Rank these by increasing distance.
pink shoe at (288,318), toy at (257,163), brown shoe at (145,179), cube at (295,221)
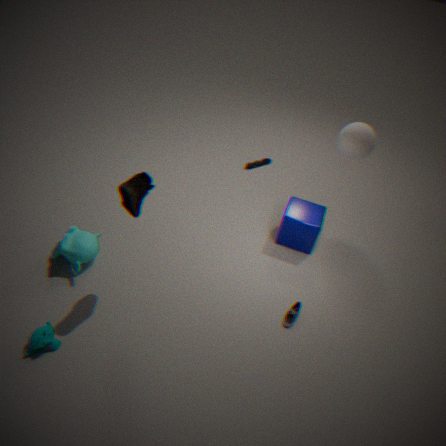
brown shoe at (145,179), pink shoe at (288,318), cube at (295,221), toy at (257,163)
